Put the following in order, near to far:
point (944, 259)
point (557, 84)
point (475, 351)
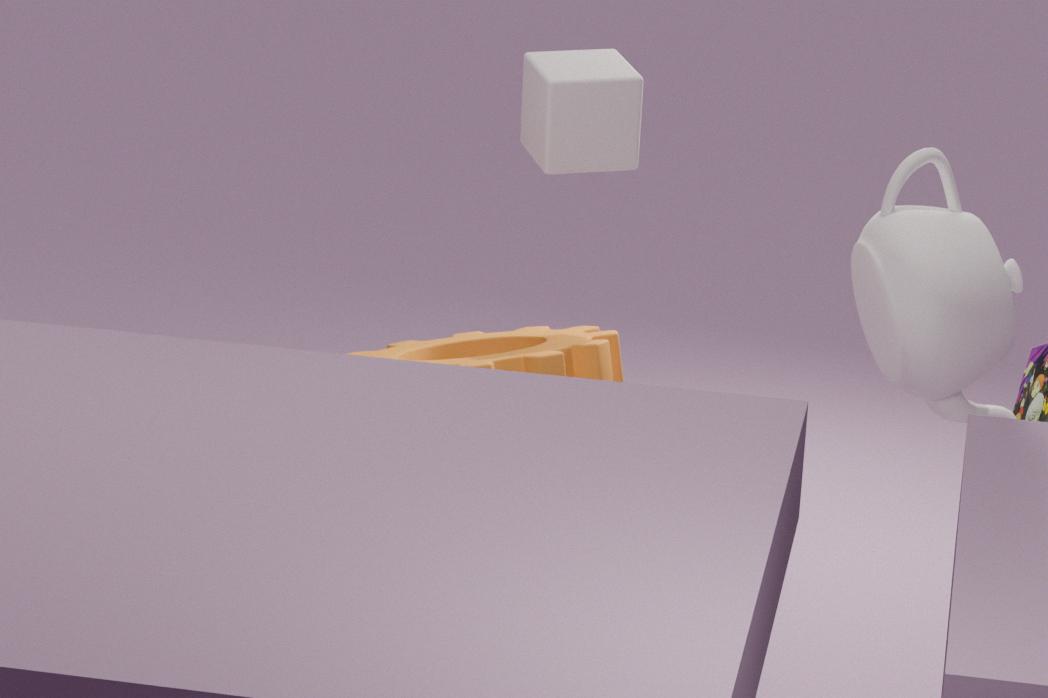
point (944, 259), point (557, 84), point (475, 351)
